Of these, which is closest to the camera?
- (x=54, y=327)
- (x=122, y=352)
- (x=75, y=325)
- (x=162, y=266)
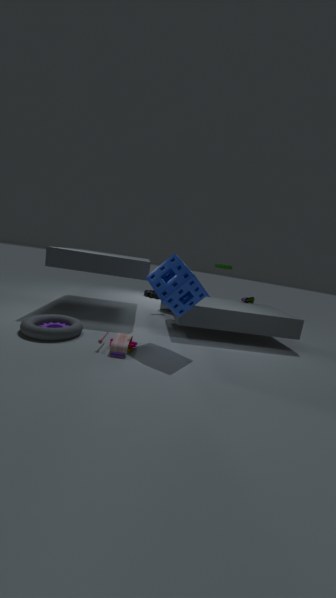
(x=122, y=352)
